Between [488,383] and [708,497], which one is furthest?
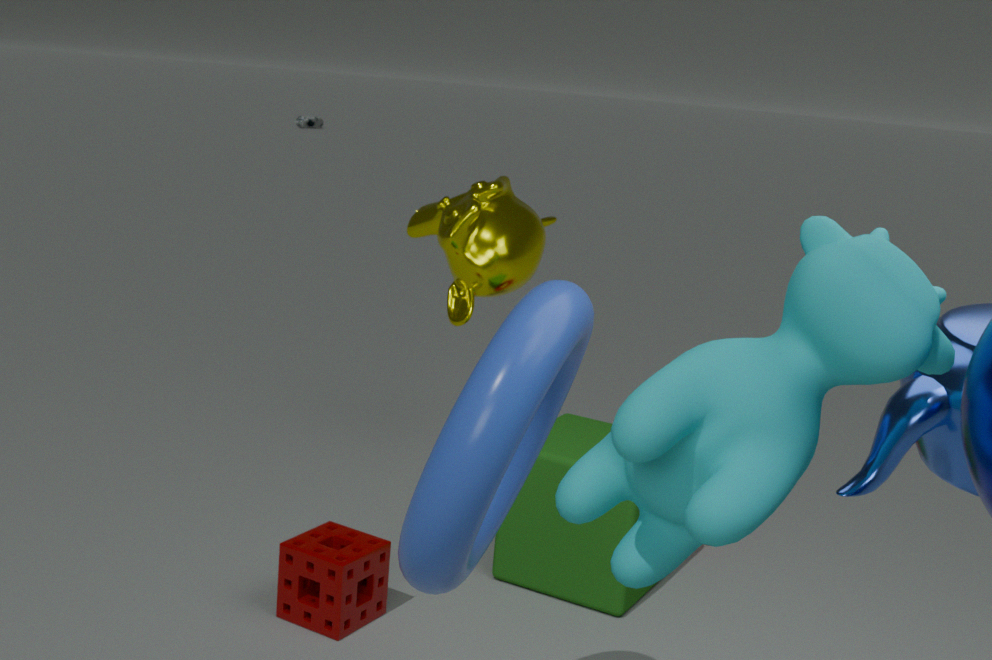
[488,383]
